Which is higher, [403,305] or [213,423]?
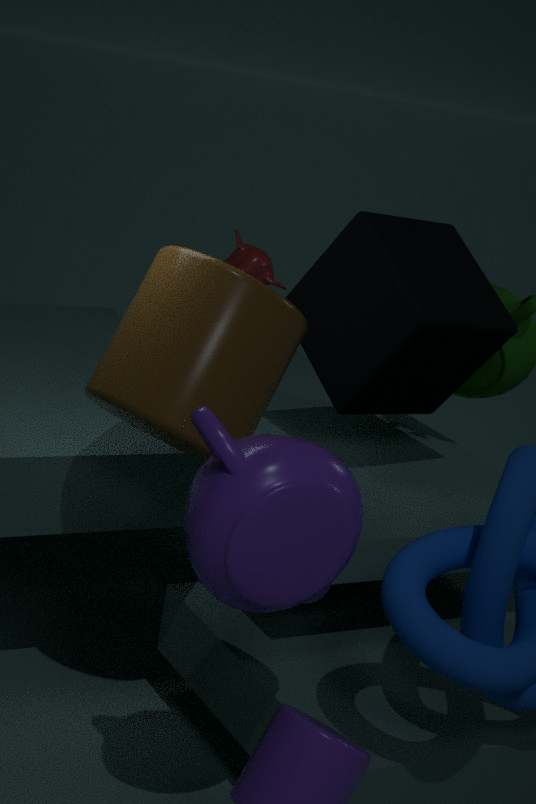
[403,305]
